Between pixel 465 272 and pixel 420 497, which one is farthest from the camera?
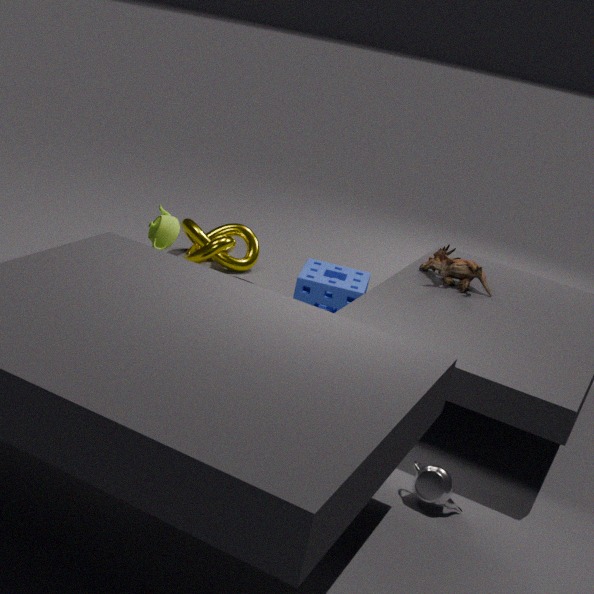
pixel 465 272
